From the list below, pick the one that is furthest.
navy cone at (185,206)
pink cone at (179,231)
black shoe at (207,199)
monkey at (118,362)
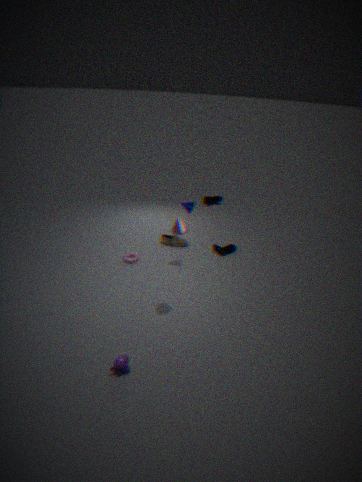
black shoe at (207,199)
